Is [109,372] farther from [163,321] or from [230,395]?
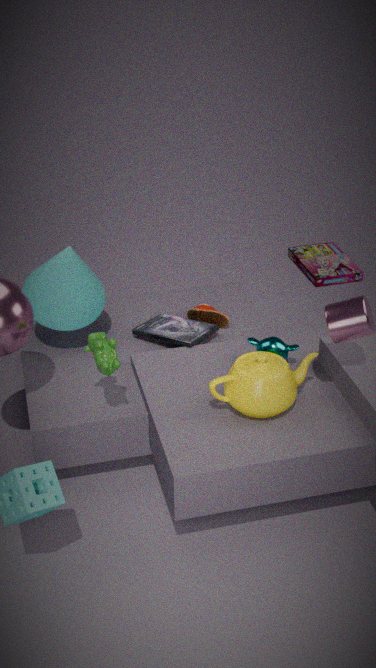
[163,321]
